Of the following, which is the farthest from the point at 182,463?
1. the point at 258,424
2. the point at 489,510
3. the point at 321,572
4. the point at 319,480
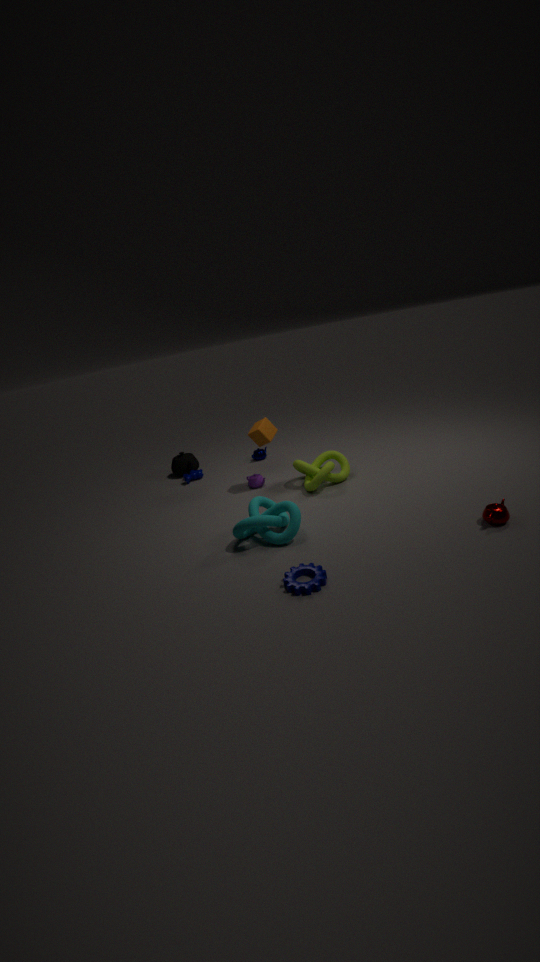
the point at 489,510
